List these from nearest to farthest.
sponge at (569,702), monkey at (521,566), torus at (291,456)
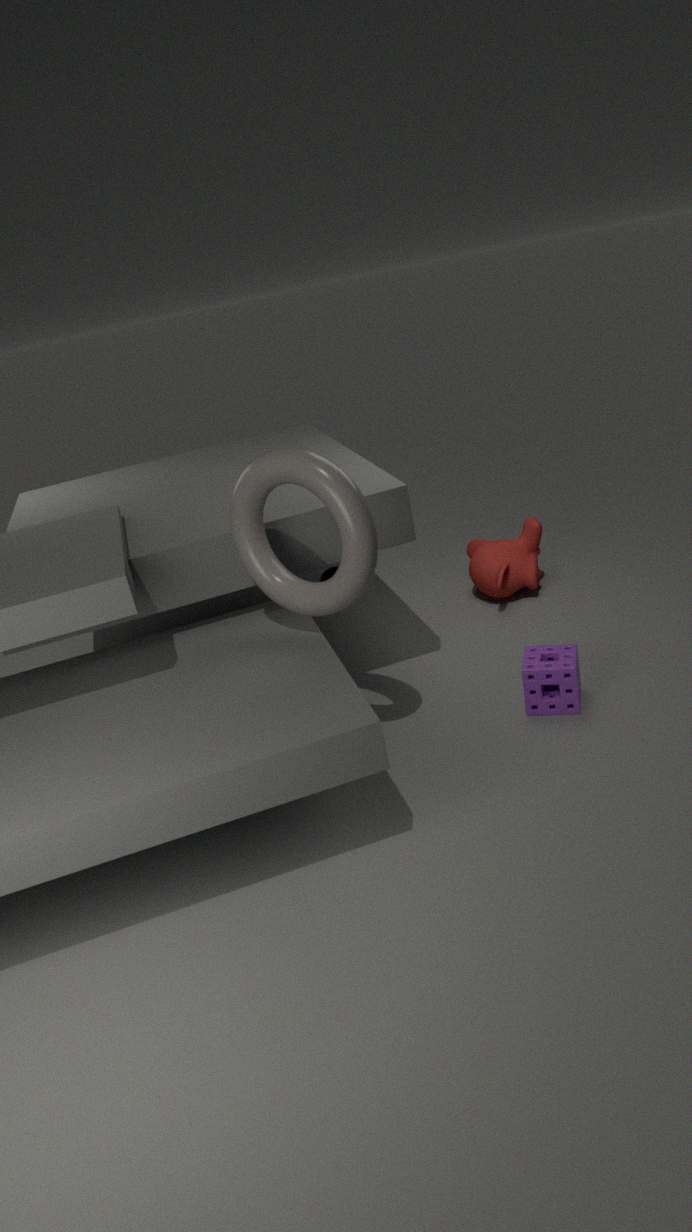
torus at (291,456), sponge at (569,702), monkey at (521,566)
